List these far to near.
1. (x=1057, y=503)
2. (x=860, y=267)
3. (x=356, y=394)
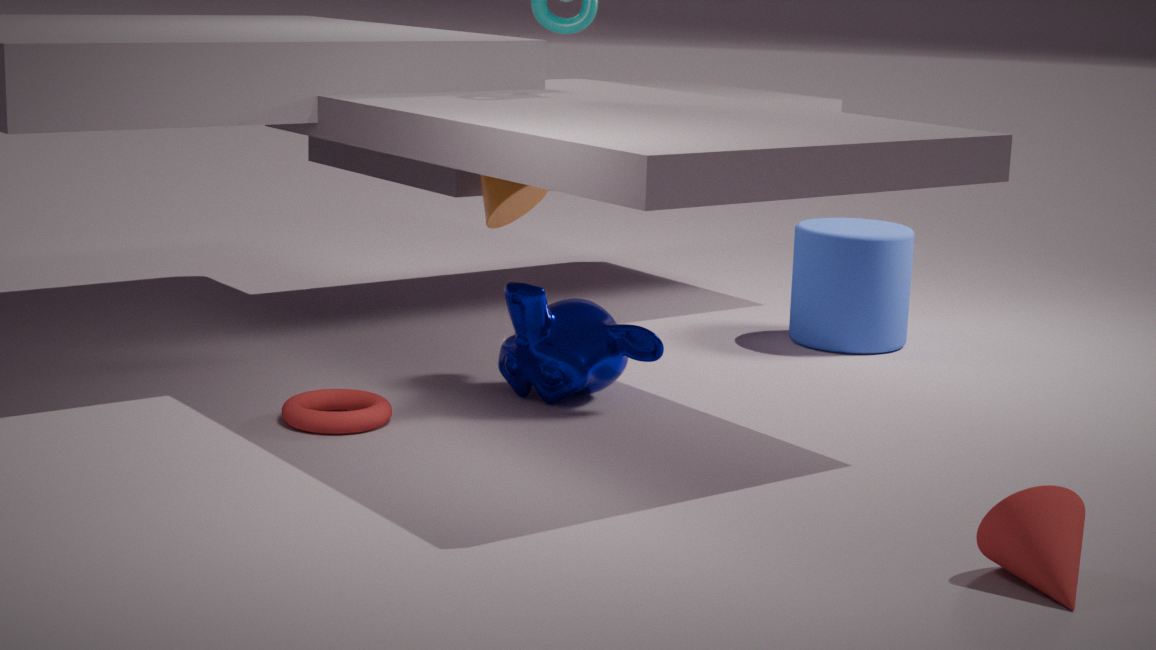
(x=860, y=267), (x=356, y=394), (x=1057, y=503)
